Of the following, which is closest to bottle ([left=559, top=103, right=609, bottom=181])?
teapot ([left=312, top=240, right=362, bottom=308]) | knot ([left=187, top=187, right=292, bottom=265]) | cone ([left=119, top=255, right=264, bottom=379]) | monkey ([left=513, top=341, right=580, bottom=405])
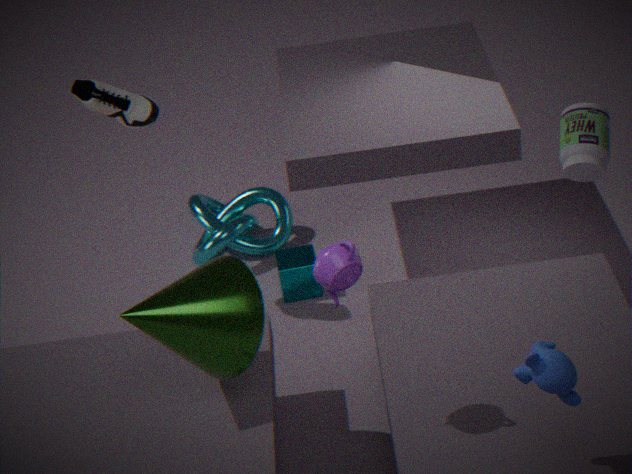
monkey ([left=513, top=341, right=580, bottom=405])
